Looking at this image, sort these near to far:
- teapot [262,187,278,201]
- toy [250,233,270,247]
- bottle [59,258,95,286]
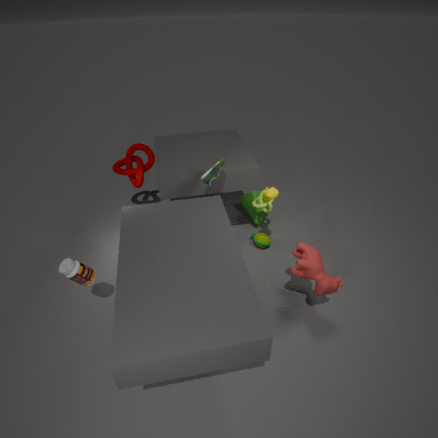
bottle [59,258,95,286] < teapot [262,187,278,201] < toy [250,233,270,247]
